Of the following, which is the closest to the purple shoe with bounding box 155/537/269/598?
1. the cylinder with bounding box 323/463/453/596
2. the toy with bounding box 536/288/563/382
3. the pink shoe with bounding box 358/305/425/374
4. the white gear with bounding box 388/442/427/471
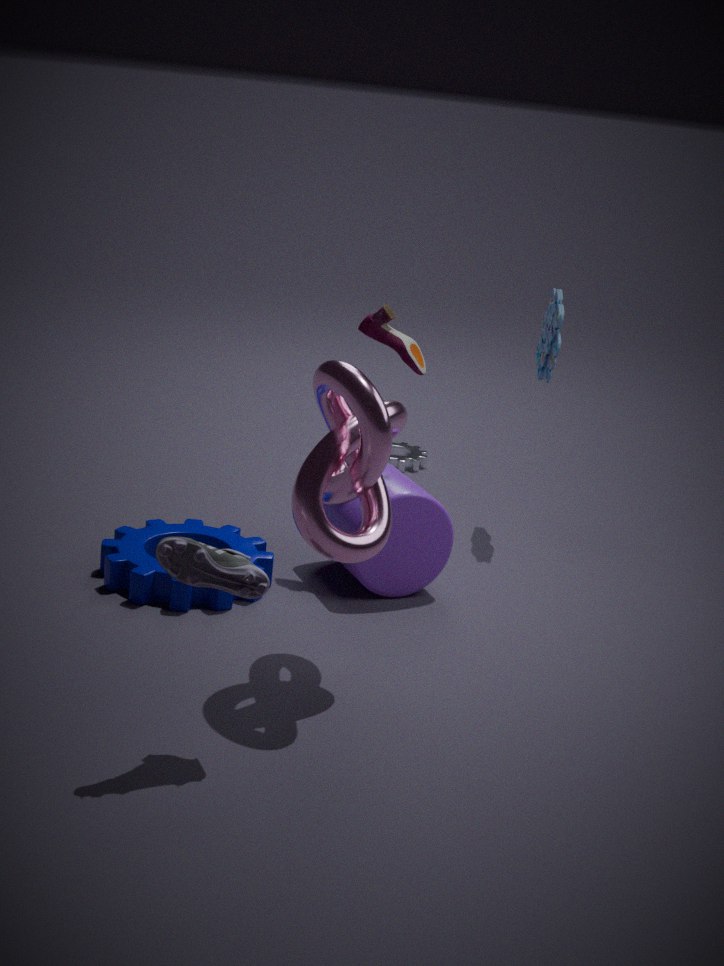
the cylinder with bounding box 323/463/453/596
